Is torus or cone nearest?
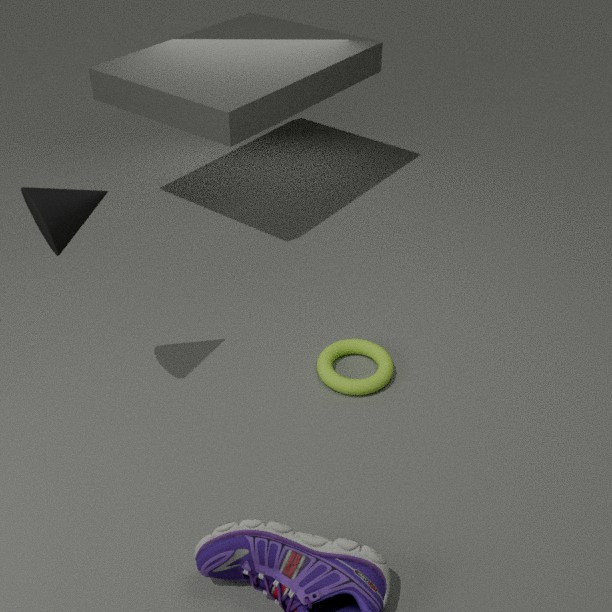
cone
